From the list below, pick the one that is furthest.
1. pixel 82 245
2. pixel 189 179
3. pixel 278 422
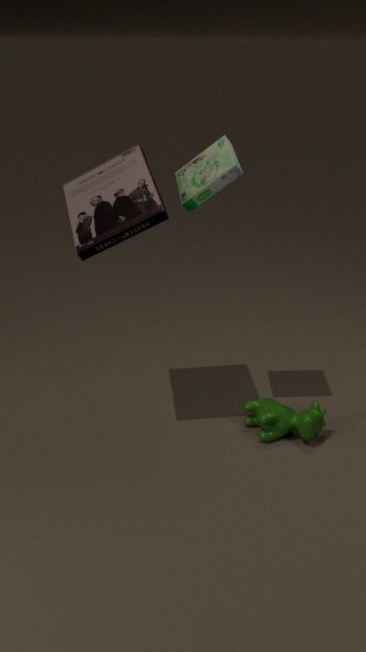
pixel 278 422
